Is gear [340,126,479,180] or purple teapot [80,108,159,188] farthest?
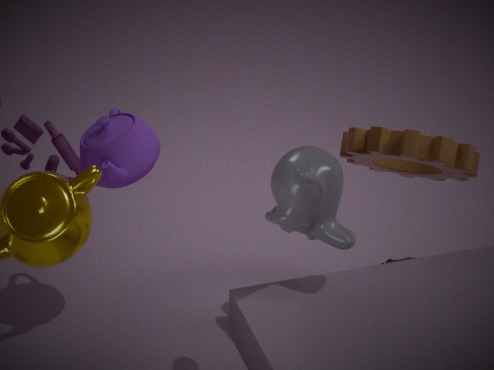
purple teapot [80,108,159,188]
